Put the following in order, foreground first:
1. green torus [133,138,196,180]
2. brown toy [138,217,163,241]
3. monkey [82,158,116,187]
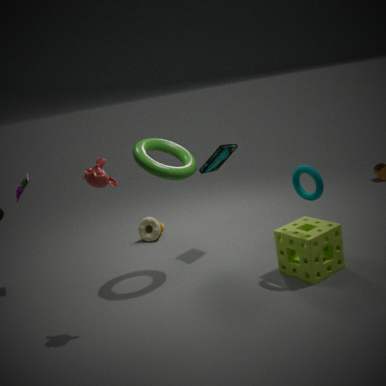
monkey [82,158,116,187]
green torus [133,138,196,180]
brown toy [138,217,163,241]
